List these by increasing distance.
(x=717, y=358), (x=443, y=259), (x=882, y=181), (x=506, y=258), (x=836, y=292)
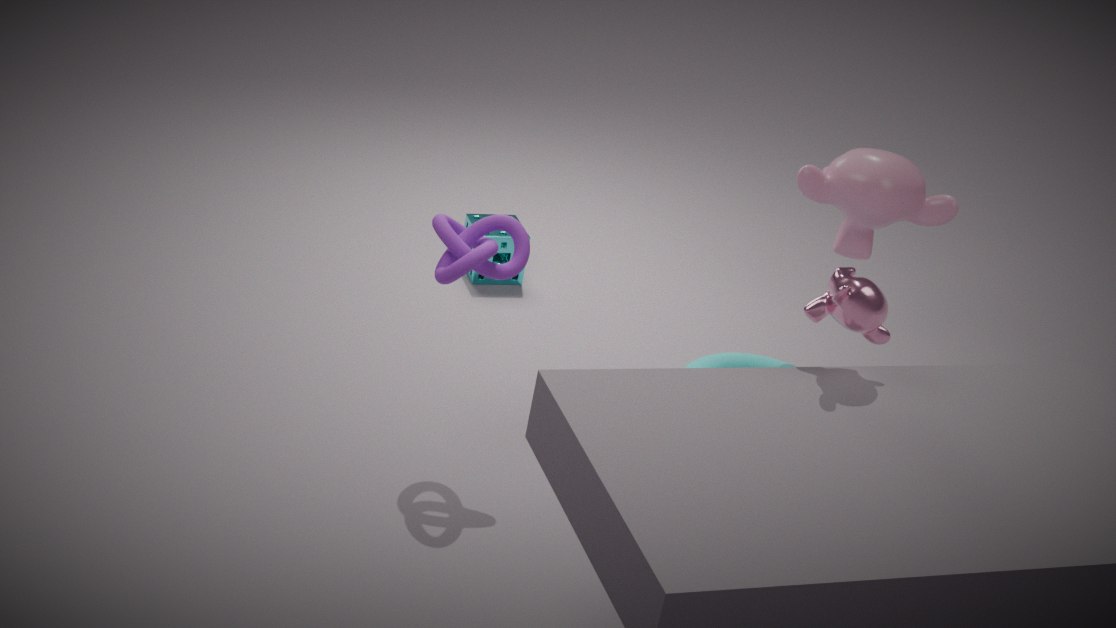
1. (x=836, y=292)
2. (x=443, y=259)
3. (x=882, y=181)
4. (x=717, y=358)
5. (x=506, y=258)
